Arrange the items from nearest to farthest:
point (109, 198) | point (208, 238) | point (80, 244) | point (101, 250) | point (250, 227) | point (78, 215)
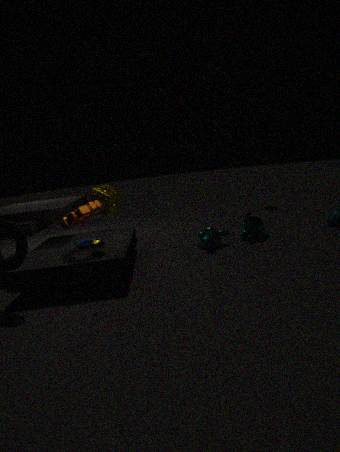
point (101, 250) < point (78, 215) < point (80, 244) < point (208, 238) < point (250, 227) < point (109, 198)
